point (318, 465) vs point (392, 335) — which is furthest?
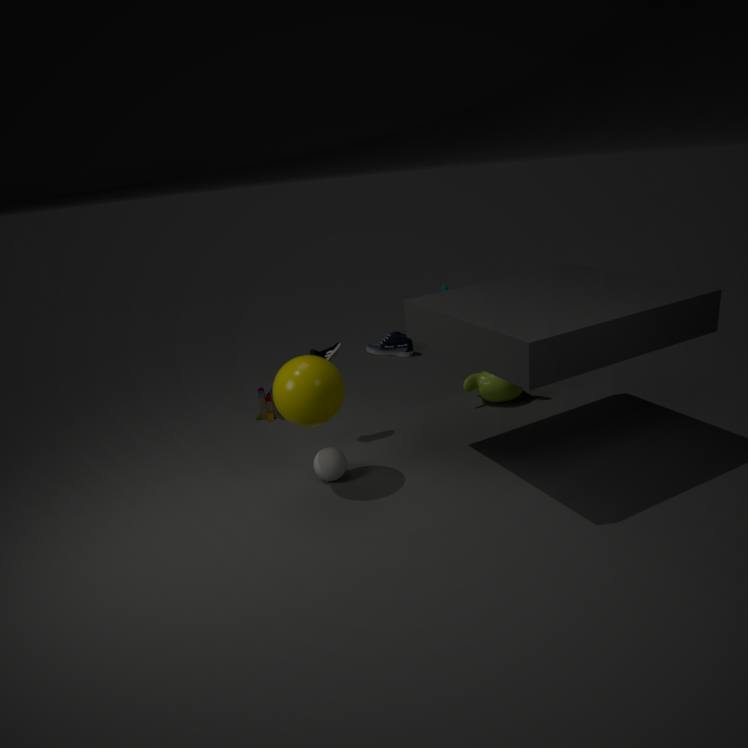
point (392, 335)
